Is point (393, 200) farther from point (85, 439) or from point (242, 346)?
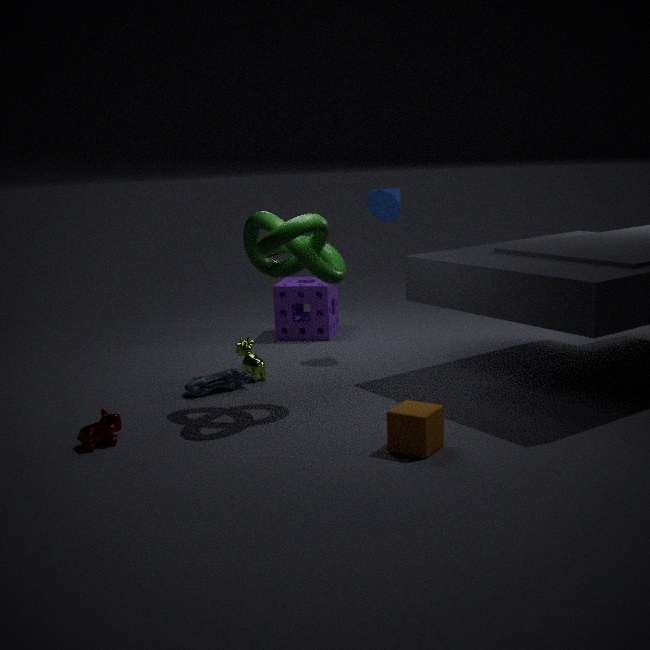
point (85, 439)
